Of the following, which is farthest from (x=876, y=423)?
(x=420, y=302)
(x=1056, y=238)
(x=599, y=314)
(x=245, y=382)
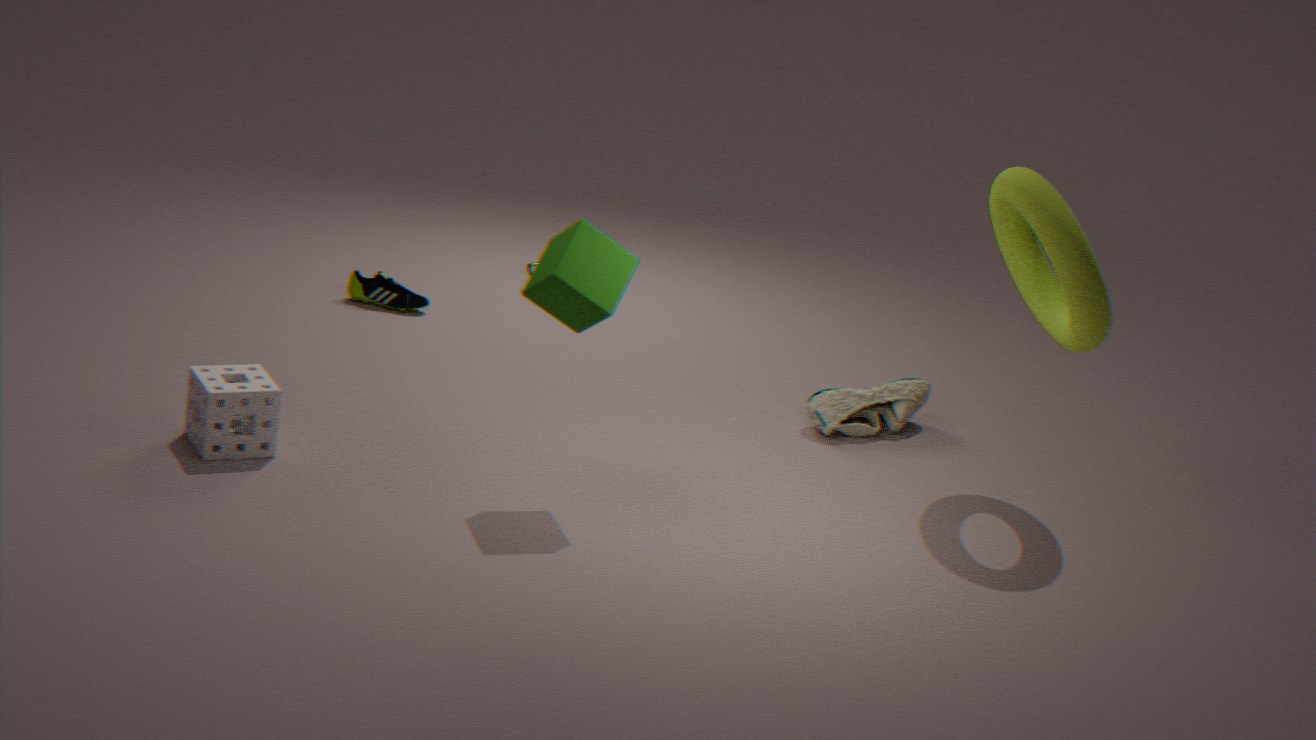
(x=245, y=382)
